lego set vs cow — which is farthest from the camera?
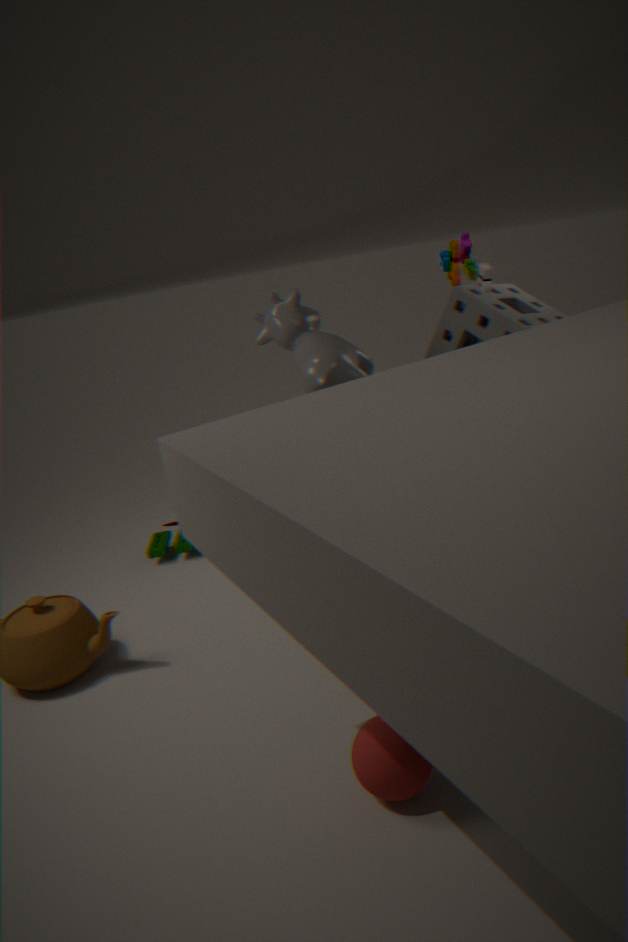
cow
